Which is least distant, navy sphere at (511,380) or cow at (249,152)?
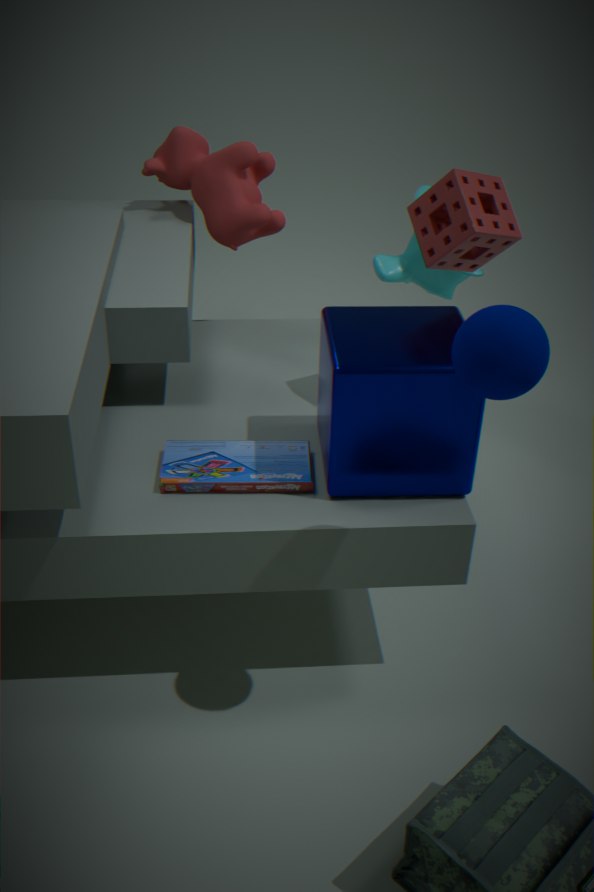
navy sphere at (511,380)
